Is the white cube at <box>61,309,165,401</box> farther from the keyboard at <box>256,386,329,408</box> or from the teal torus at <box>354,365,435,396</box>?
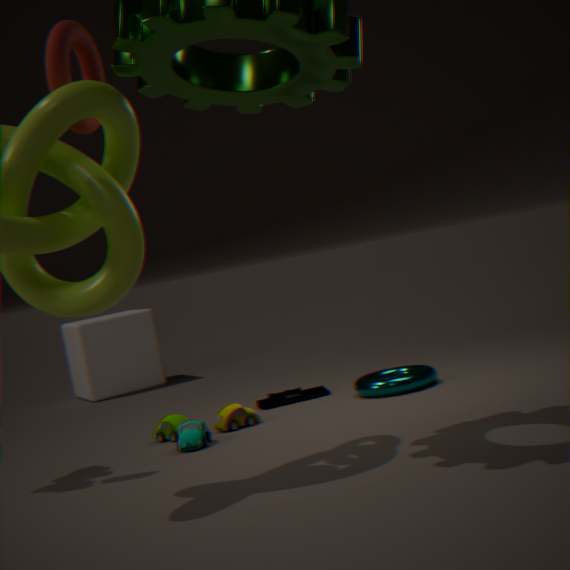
the teal torus at <box>354,365,435,396</box>
